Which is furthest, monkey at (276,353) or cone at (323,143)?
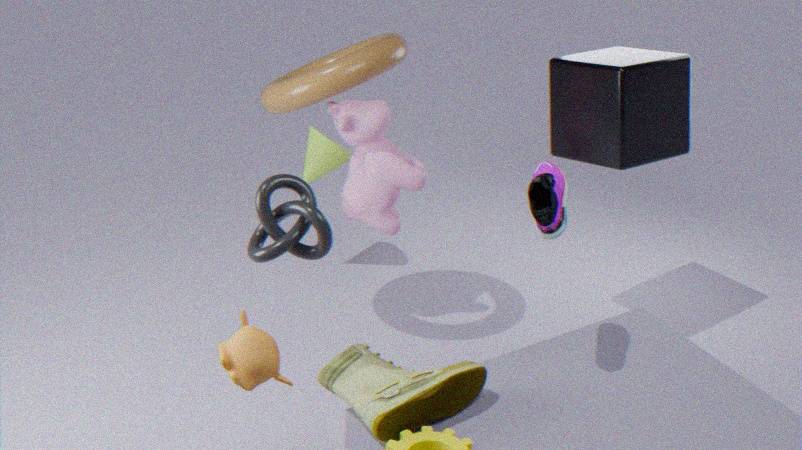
cone at (323,143)
